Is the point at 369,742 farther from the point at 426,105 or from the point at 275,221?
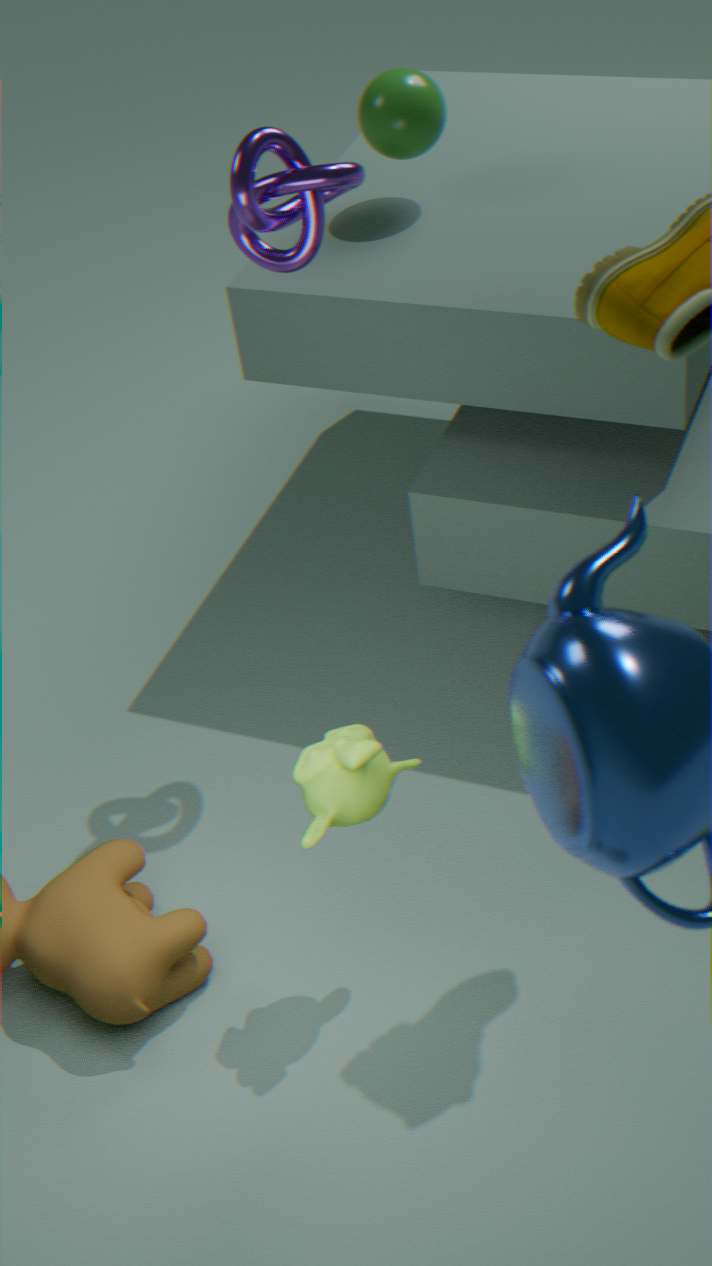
the point at 426,105
